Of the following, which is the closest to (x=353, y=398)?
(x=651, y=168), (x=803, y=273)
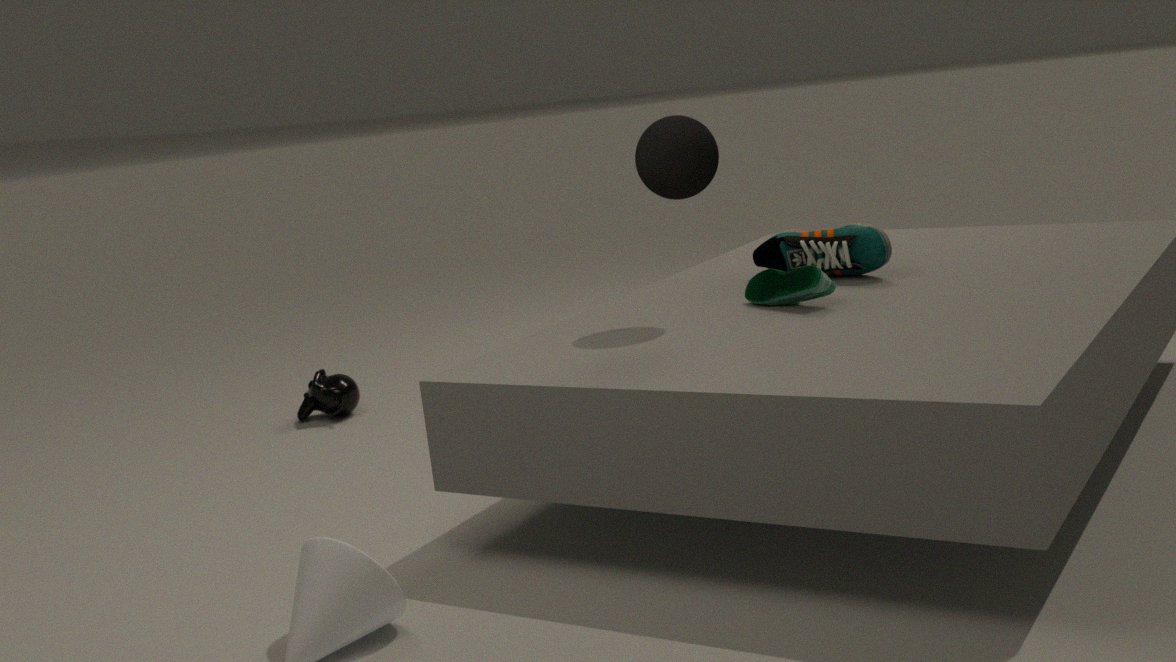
(x=651, y=168)
